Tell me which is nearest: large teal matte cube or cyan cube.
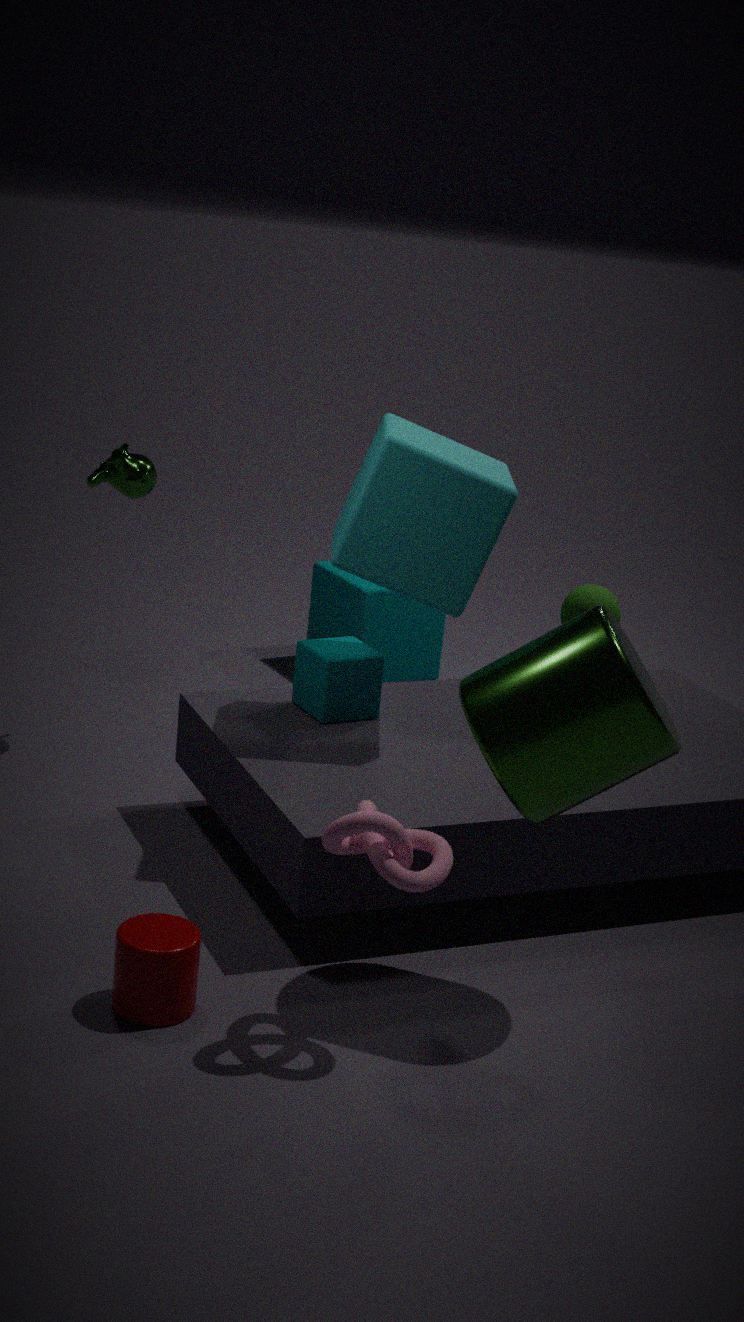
cyan cube
